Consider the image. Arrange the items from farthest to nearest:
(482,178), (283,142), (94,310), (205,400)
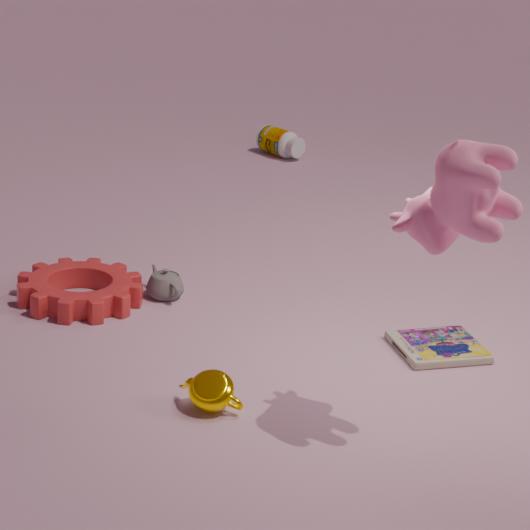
(283,142) → (94,310) → (205,400) → (482,178)
